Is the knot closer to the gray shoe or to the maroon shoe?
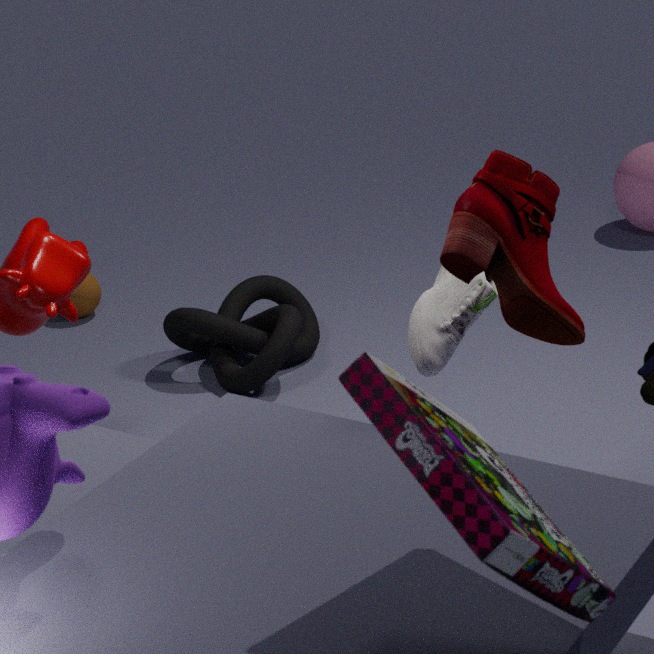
the gray shoe
